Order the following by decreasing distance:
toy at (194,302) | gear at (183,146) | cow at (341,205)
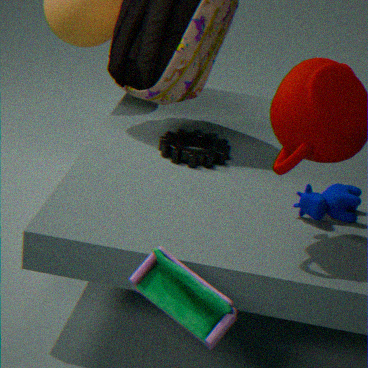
gear at (183,146)
cow at (341,205)
toy at (194,302)
